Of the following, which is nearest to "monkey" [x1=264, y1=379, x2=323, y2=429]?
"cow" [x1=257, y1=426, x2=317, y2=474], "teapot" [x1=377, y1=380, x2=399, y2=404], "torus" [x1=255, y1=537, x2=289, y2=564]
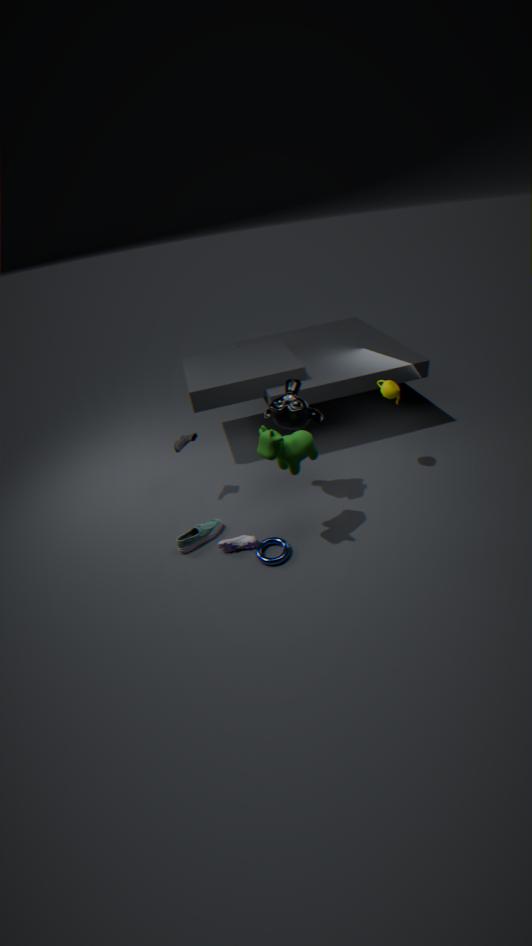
"cow" [x1=257, y1=426, x2=317, y2=474]
